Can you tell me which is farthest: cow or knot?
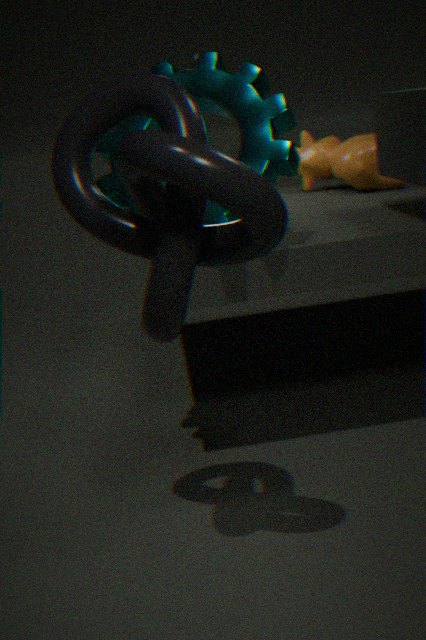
cow
